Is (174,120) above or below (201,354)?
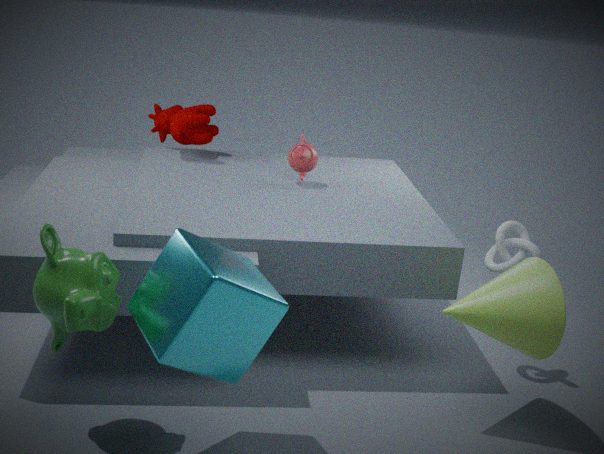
above
